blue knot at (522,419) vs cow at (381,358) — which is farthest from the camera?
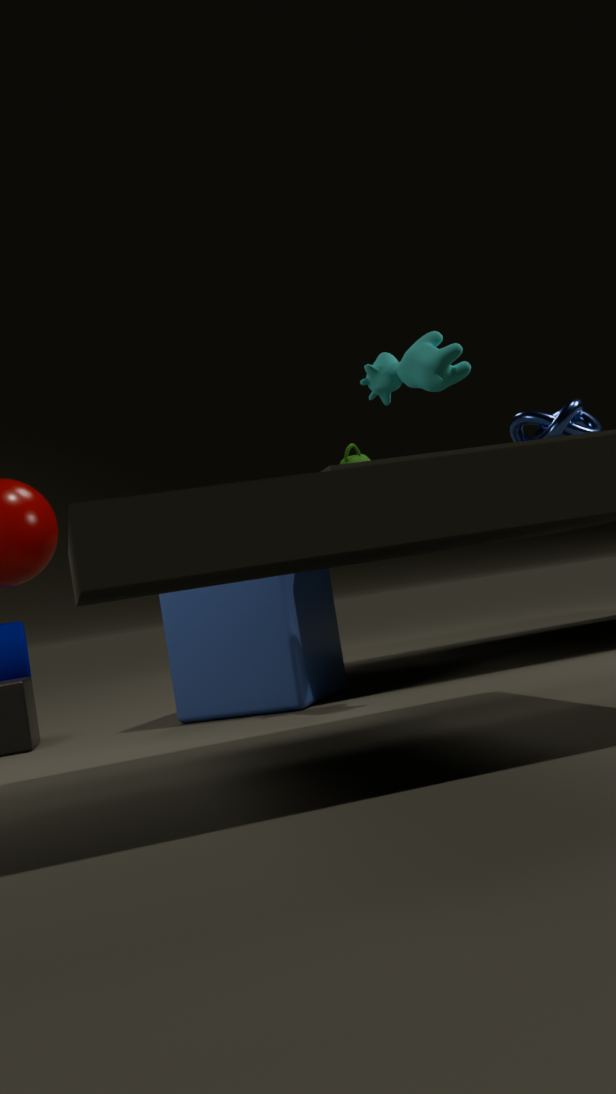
blue knot at (522,419)
